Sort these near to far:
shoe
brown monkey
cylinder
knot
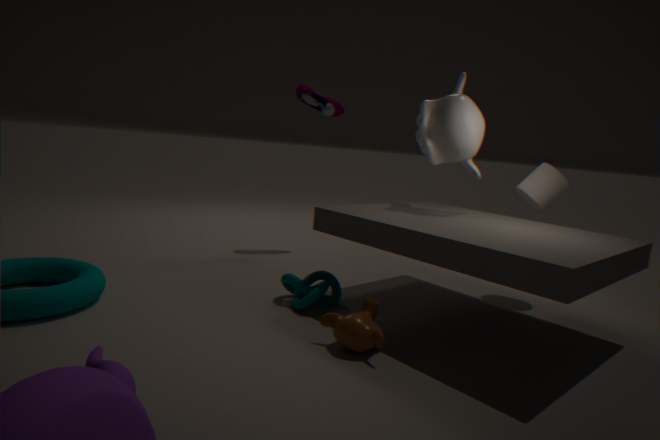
1. brown monkey
2. knot
3. cylinder
4. shoe
